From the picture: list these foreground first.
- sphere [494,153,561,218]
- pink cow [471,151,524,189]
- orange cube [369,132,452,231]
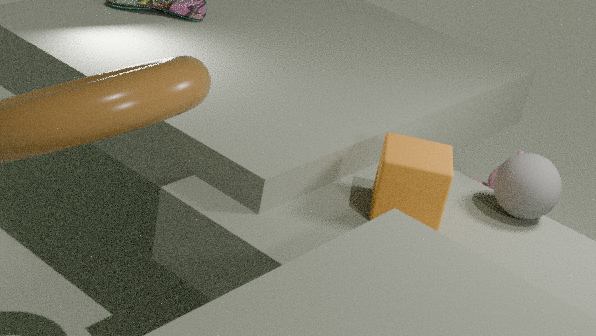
orange cube [369,132,452,231], sphere [494,153,561,218], pink cow [471,151,524,189]
